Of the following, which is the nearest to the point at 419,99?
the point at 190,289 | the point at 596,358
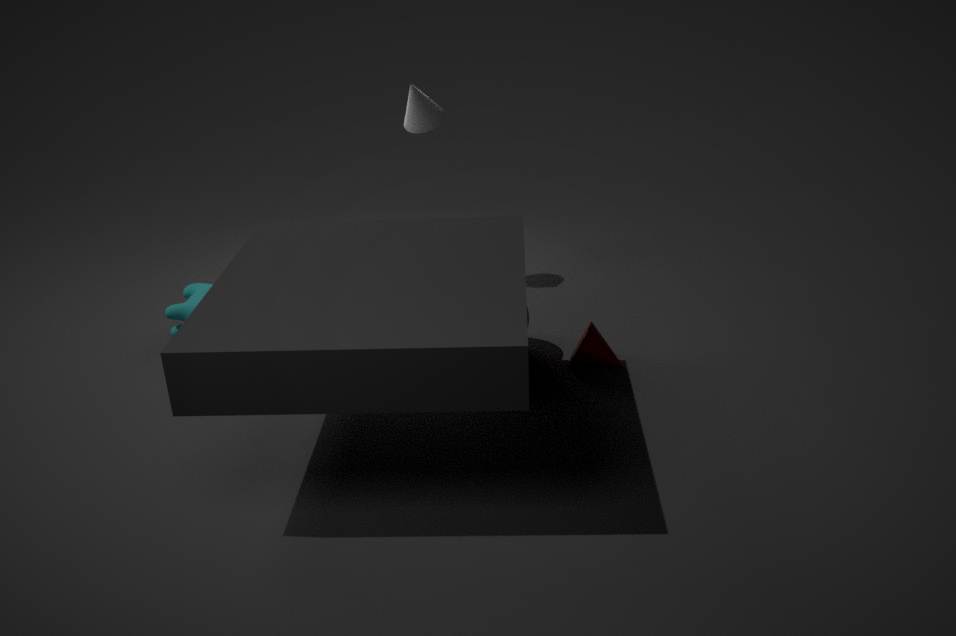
the point at 190,289
